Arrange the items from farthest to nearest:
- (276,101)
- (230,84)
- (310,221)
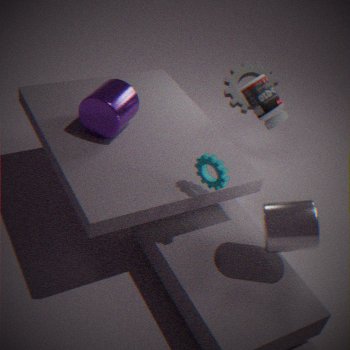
(230,84), (276,101), (310,221)
